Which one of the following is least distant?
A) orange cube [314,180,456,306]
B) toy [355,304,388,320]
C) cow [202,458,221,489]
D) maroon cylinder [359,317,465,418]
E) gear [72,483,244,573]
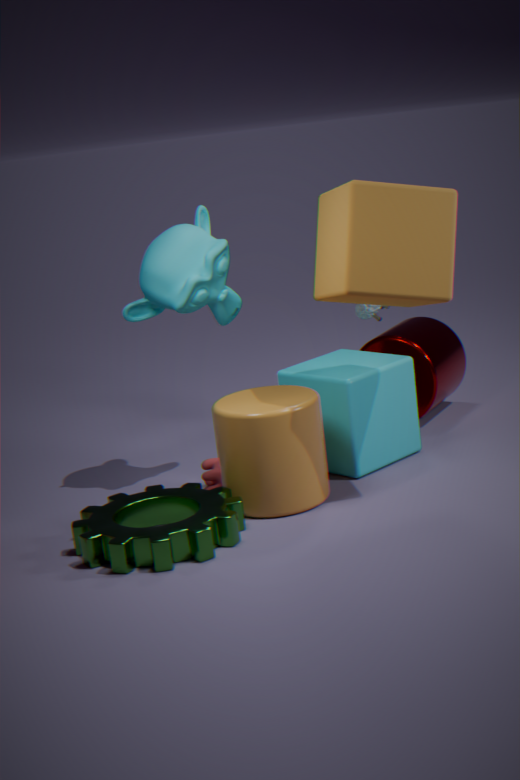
gear [72,483,244,573]
